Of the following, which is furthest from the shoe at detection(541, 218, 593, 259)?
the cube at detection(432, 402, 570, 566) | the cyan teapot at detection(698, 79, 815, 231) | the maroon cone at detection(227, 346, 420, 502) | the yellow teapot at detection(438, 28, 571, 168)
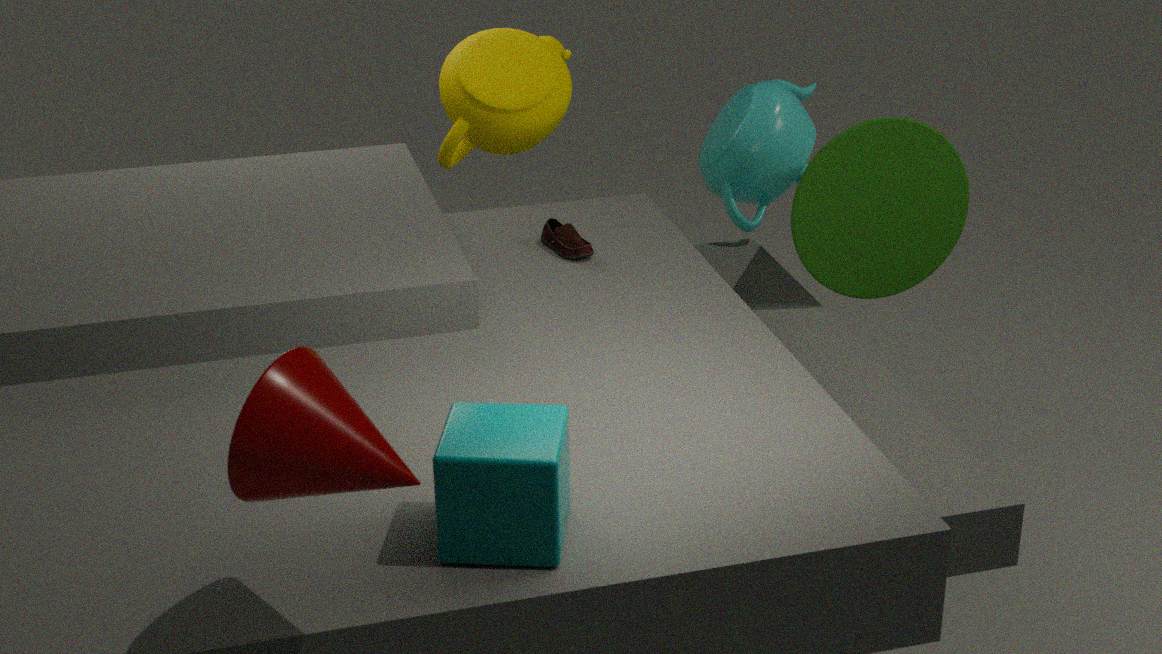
the maroon cone at detection(227, 346, 420, 502)
